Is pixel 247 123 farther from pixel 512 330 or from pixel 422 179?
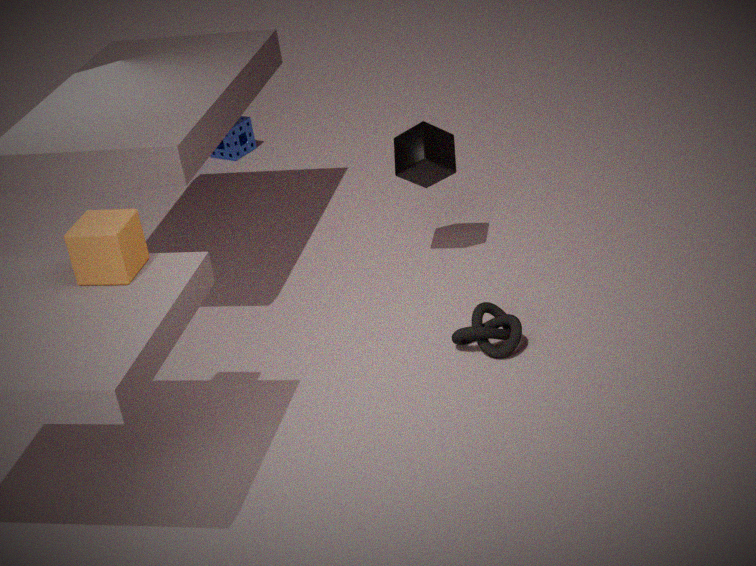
pixel 512 330
